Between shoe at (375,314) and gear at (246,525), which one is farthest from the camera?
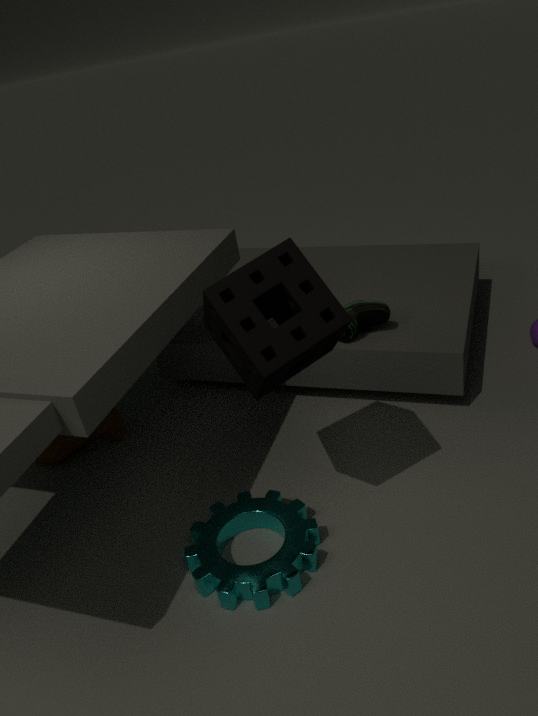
shoe at (375,314)
